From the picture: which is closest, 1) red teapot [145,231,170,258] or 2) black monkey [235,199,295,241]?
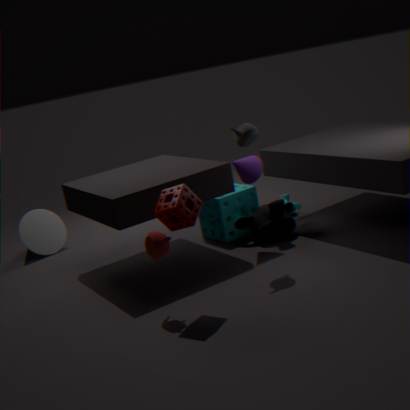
1. red teapot [145,231,170,258]
